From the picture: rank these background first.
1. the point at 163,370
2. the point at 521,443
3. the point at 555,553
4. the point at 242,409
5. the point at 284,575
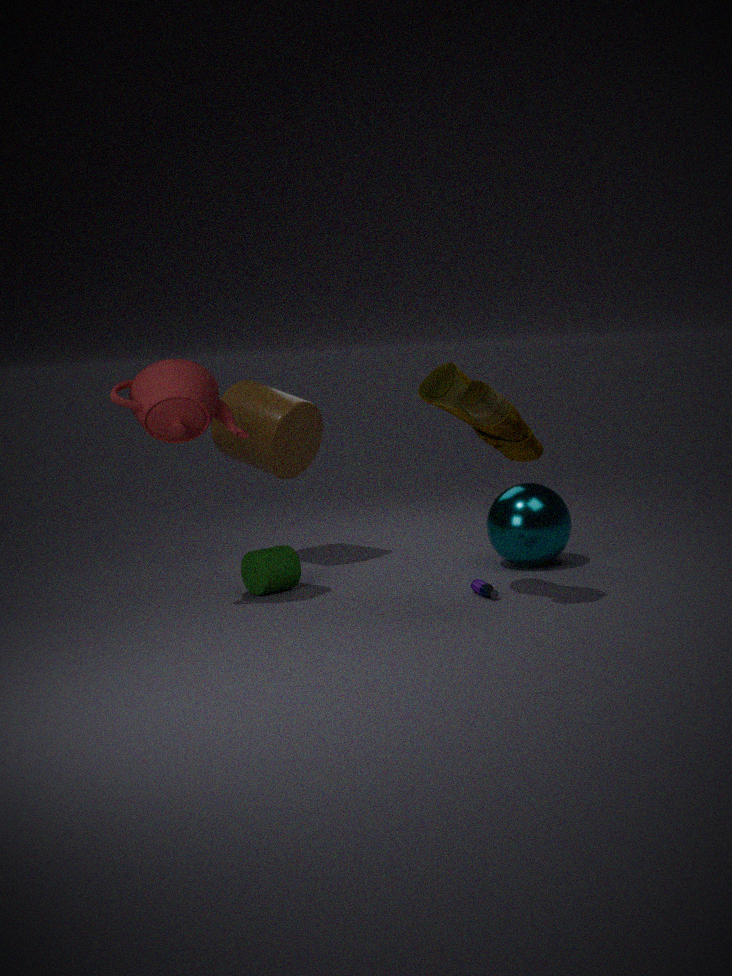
1. the point at 242,409
2. the point at 555,553
3. the point at 284,575
4. the point at 163,370
5. the point at 521,443
